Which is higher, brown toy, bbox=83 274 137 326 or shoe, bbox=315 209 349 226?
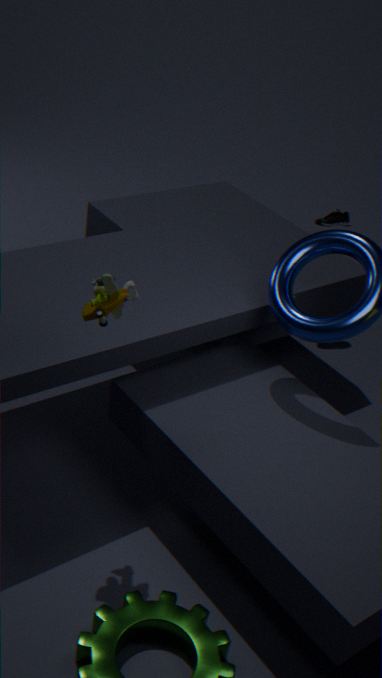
brown toy, bbox=83 274 137 326
